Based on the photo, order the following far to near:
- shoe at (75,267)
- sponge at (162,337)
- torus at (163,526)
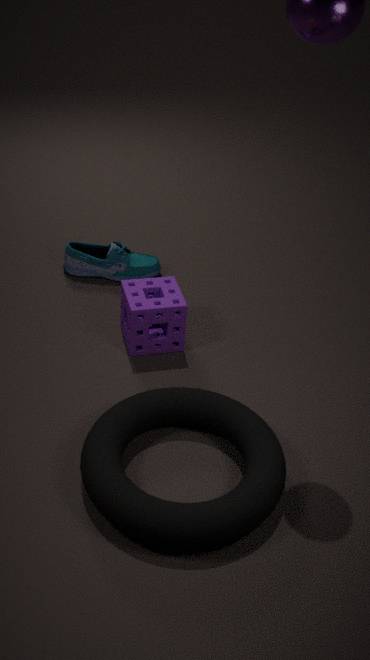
1. shoe at (75,267)
2. sponge at (162,337)
3. torus at (163,526)
